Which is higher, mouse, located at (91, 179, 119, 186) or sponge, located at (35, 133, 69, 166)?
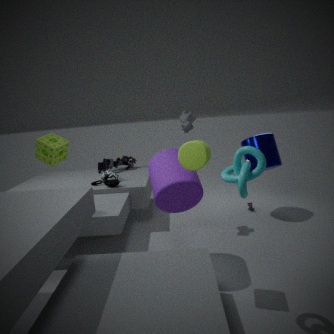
sponge, located at (35, 133, 69, 166)
